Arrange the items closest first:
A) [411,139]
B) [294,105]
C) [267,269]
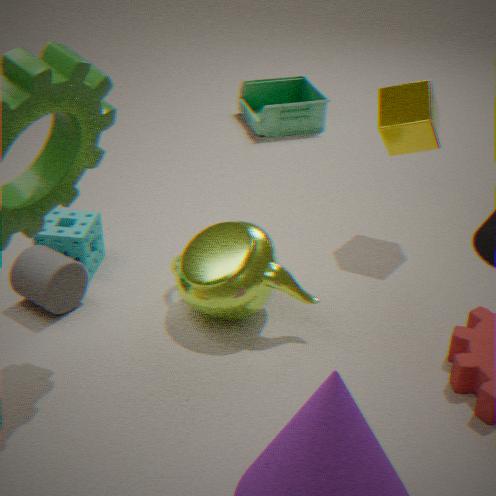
[267,269] < [411,139] < [294,105]
